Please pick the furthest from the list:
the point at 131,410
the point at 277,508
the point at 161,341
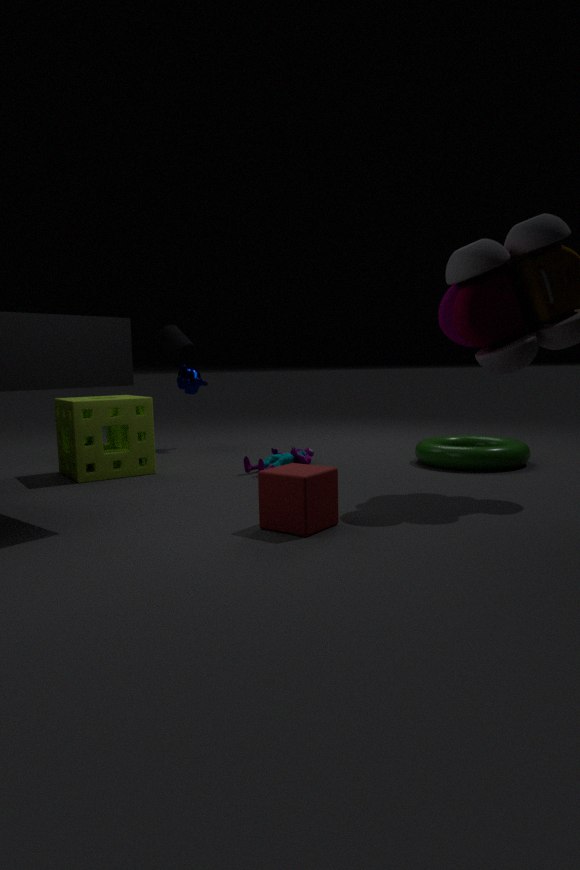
the point at 161,341
